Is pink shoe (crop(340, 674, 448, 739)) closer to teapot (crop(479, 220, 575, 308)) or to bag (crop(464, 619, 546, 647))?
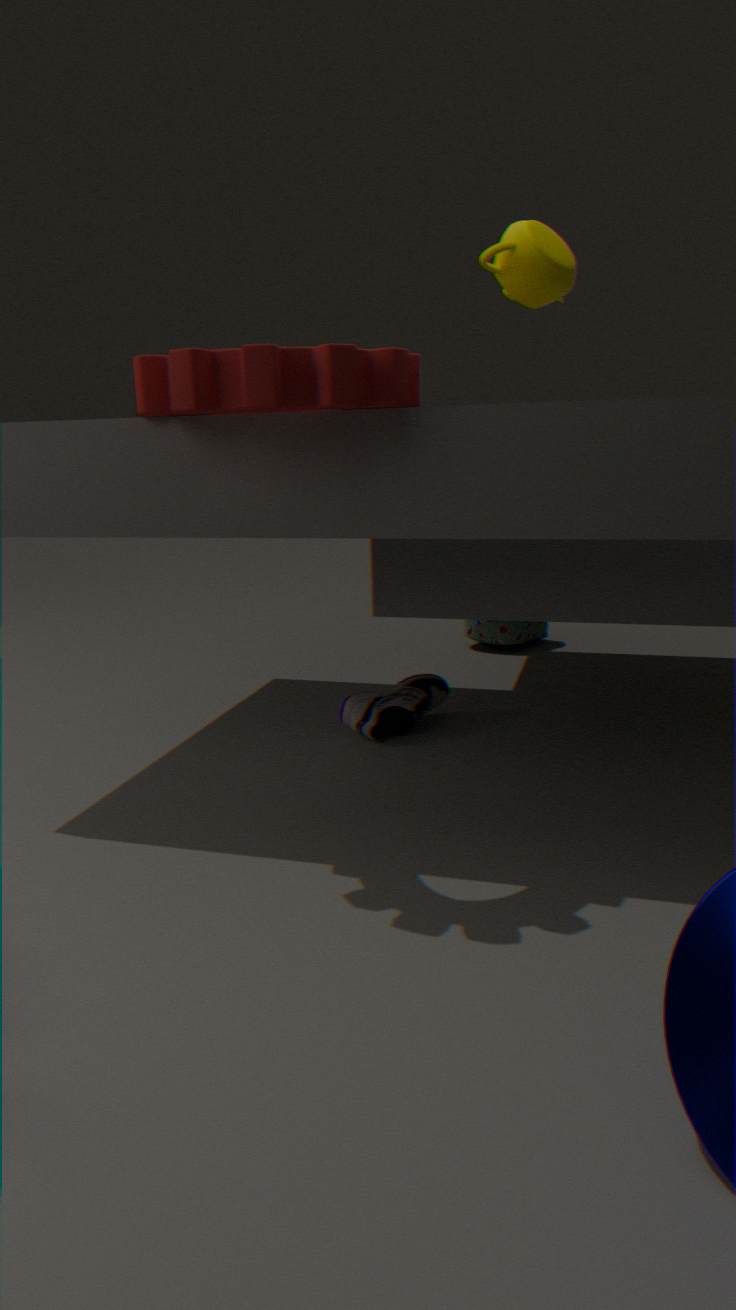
bag (crop(464, 619, 546, 647))
